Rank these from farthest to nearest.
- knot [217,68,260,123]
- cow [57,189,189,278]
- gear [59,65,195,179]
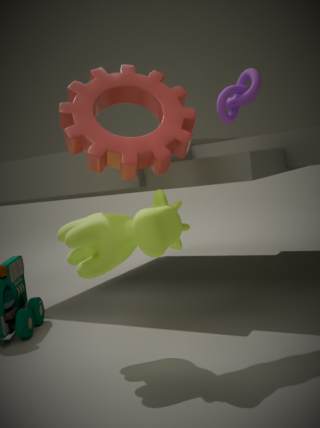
knot [217,68,260,123] → gear [59,65,195,179] → cow [57,189,189,278]
